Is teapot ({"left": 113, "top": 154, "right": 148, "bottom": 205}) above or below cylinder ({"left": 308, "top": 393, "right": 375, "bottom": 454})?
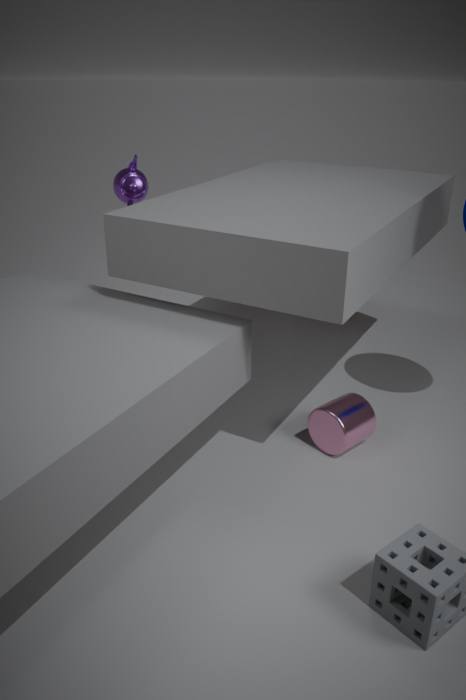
above
